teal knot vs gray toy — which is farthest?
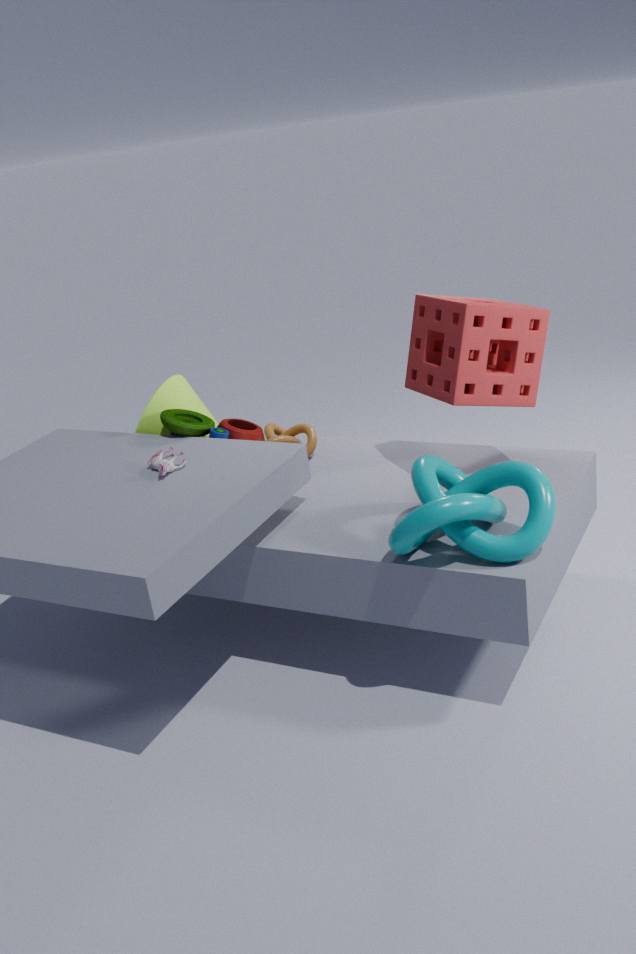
gray toy
